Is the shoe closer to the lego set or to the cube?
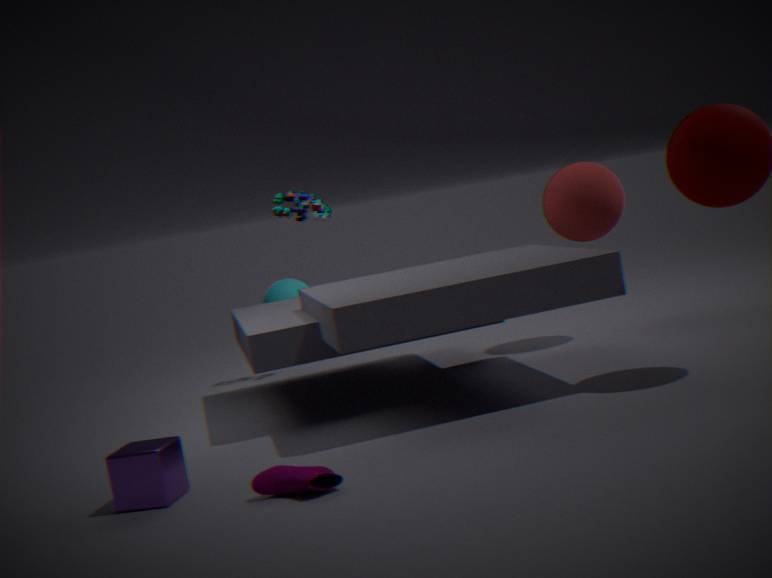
the cube
